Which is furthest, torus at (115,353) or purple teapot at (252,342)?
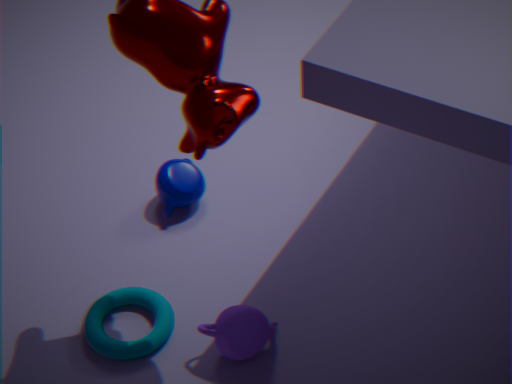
torus at (115,353)
